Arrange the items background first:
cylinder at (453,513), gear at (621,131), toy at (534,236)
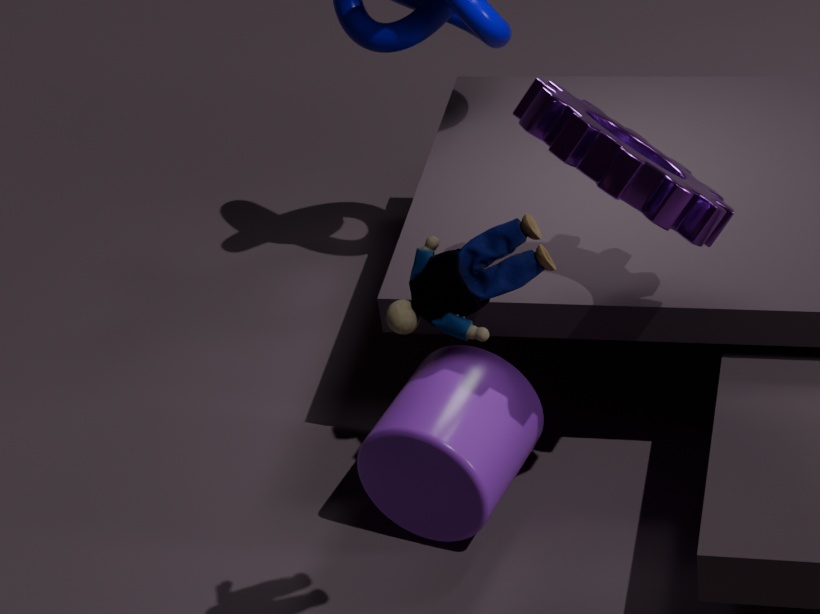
cylinder at (453,513)
gear at (621,131)
toy at (534,236)
